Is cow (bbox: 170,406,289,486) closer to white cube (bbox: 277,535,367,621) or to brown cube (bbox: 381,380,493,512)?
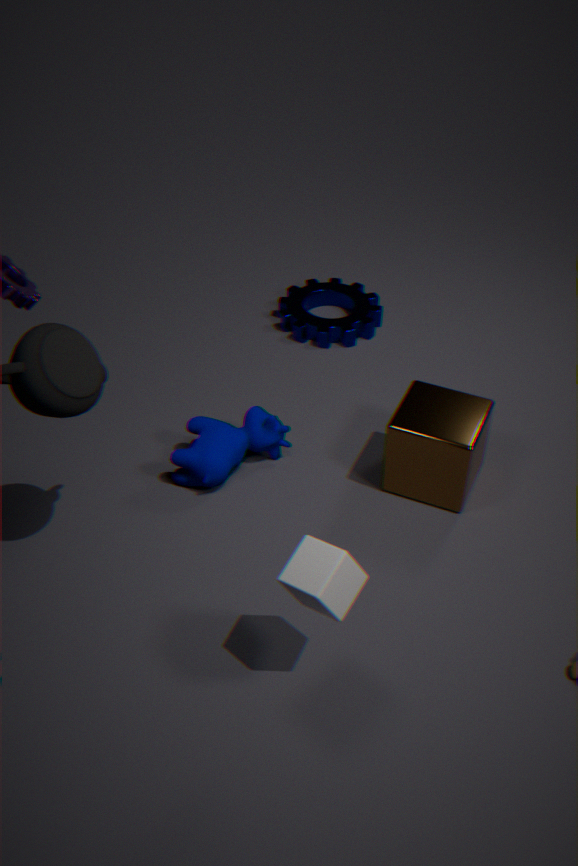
brown cube (bbox: 381,380,493,512)
